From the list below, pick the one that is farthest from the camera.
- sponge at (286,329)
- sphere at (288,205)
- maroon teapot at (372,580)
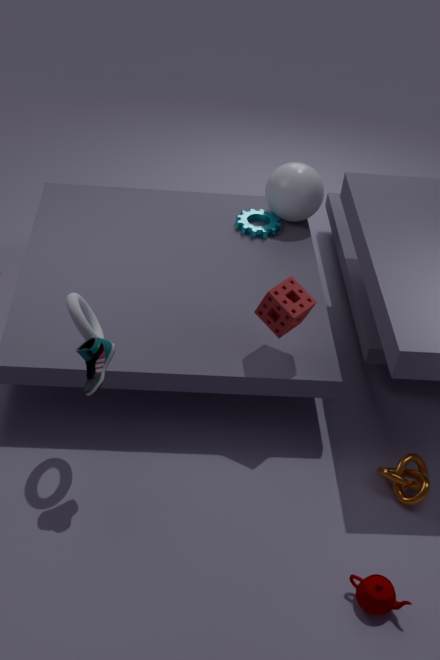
sphere at (288,205)
